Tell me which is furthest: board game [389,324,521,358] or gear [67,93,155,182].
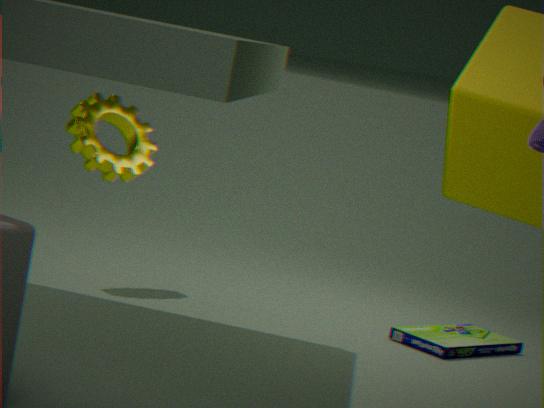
gear [67,93,155,182]
